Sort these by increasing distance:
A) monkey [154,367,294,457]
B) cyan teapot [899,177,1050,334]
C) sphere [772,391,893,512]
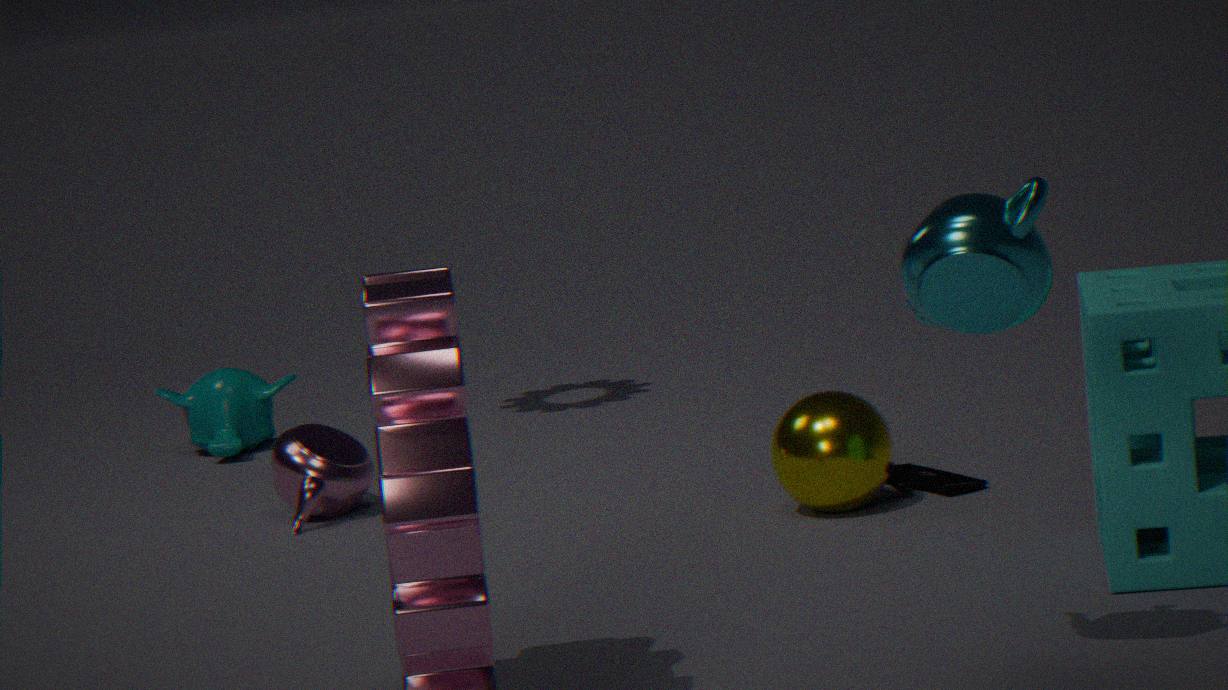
cyan teapot [899,177,1050,334] < sphere [772,391,893,512] < monkey [154,367,294,457]
